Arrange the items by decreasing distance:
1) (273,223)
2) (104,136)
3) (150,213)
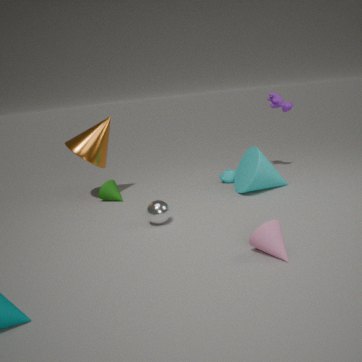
1. 2. (104,136)
2. 3. (150,213)
3. 1. (273,223)
